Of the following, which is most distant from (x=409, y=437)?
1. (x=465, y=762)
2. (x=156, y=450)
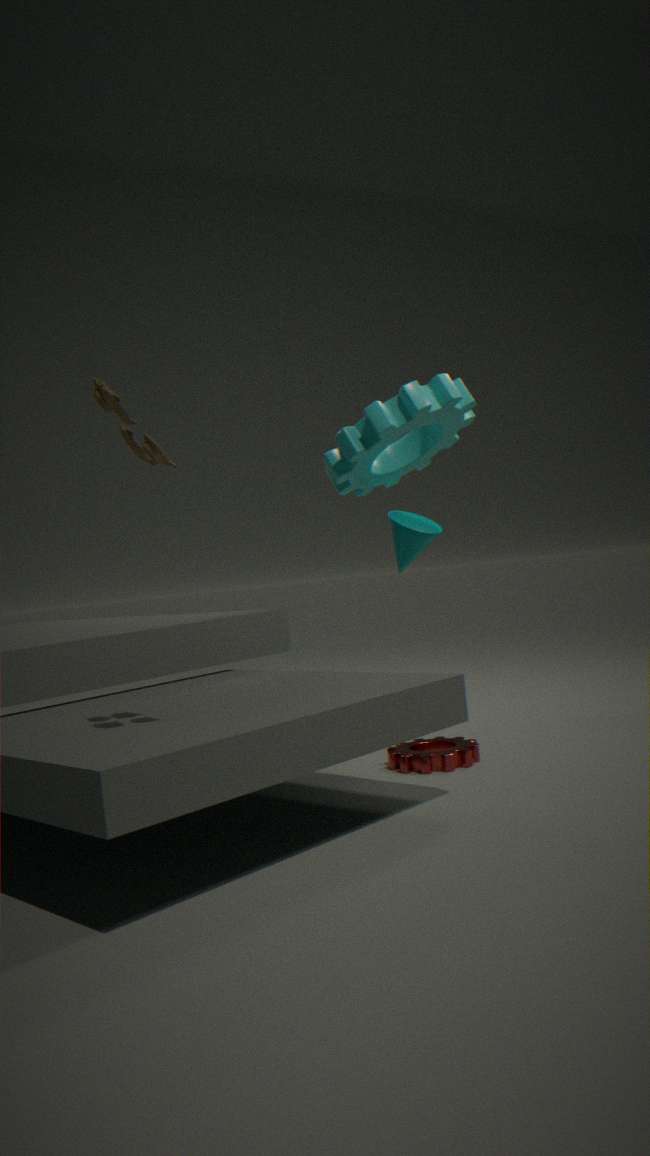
Answer: (x=156, y=450)
